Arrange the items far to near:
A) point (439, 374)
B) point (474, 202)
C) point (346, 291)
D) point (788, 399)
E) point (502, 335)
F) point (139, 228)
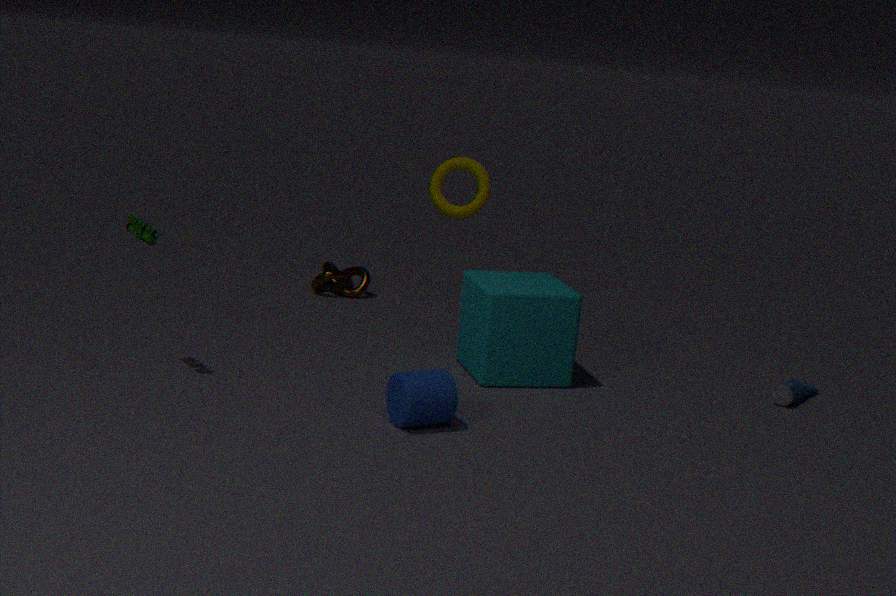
point (346, 291), point (474, 202), point (788, 399), point (502, 335), point (139, 228), point (439, 374)
